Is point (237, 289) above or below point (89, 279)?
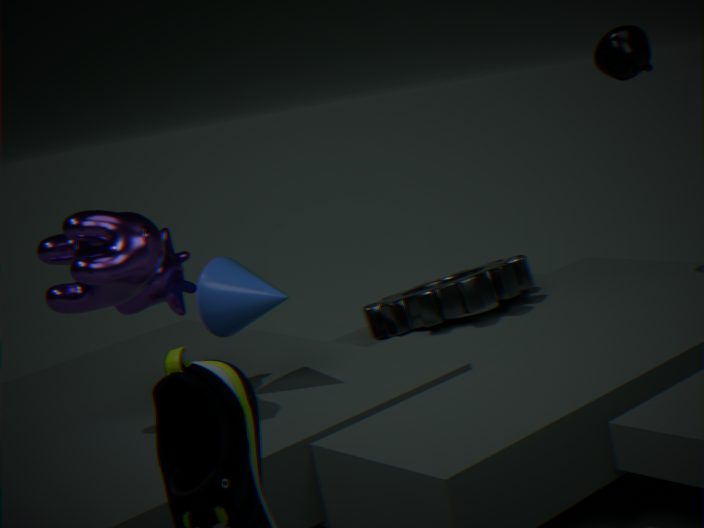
below
